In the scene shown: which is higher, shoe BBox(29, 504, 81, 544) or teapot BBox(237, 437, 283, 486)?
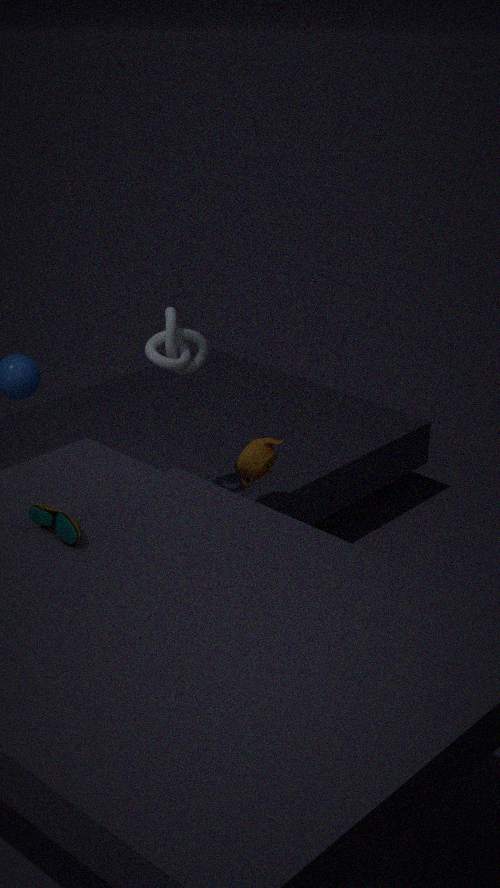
shoe BBox(29, 504, 81, 544)
